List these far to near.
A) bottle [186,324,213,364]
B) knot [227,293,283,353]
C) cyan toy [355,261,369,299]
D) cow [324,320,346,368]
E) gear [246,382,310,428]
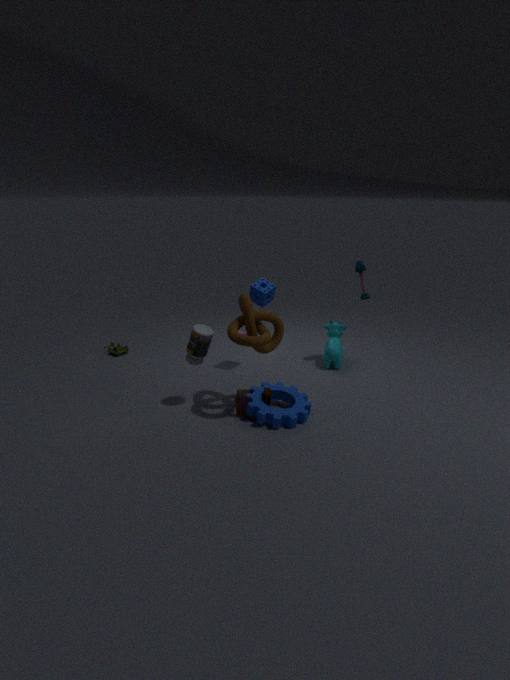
cow [324,320,346,368] → cyan toy [355,261,369,299] → bottle [186,324,213,364] → gear [246,382,310,428] → knot [227,293,283,353]
